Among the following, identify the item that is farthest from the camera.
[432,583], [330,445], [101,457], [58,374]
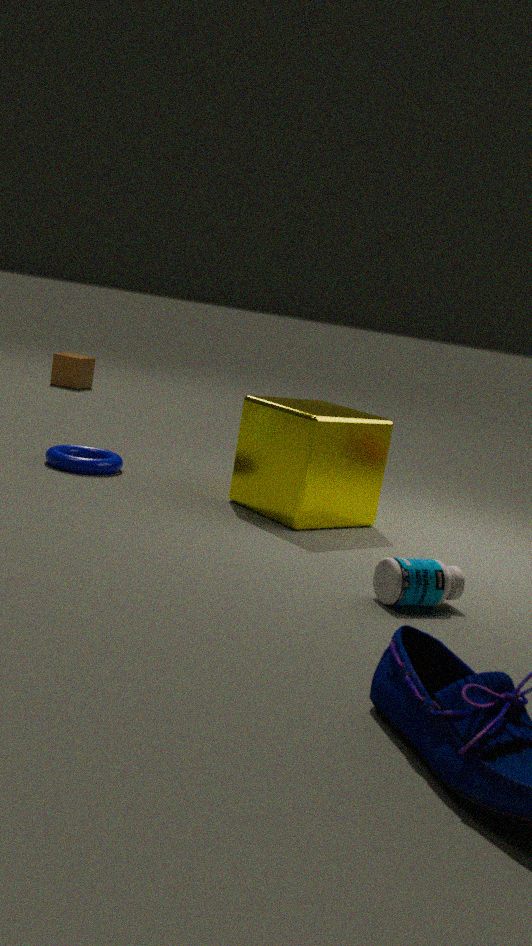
[58,374]
